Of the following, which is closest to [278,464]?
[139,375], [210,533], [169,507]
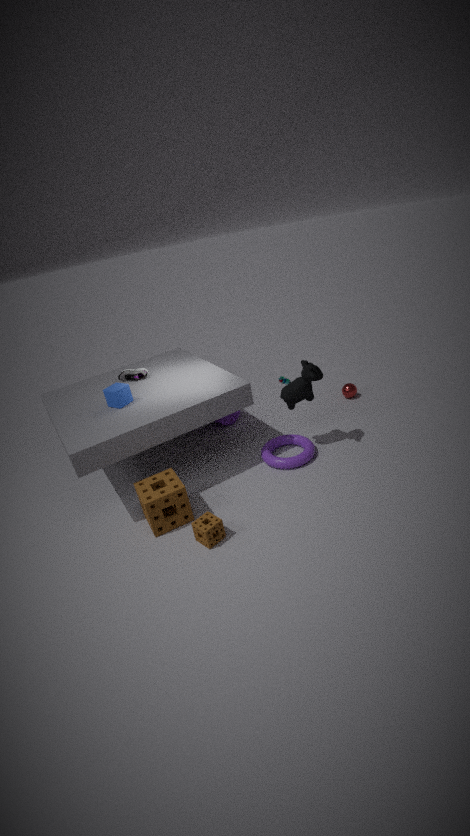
[210,533]
